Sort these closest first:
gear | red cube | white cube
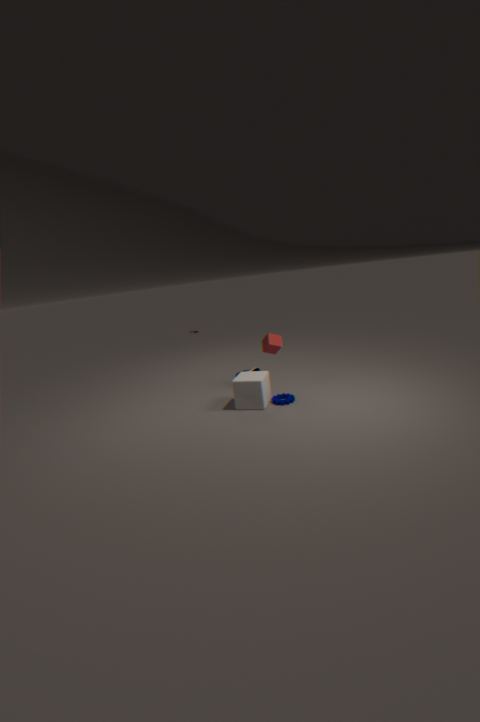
white cube
gear
red cube
